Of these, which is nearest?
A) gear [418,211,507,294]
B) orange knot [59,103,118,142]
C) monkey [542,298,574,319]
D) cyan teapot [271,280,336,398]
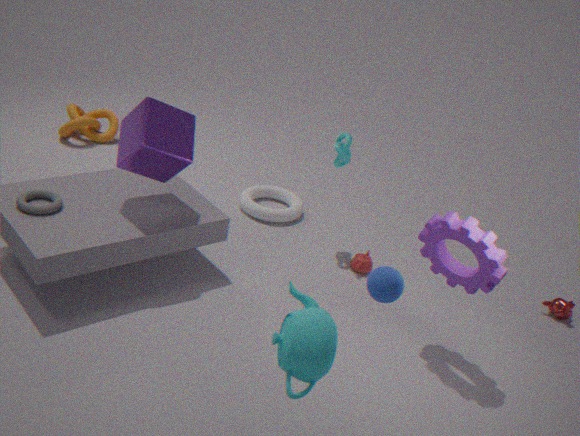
cyan teapot [271,280,336,398]
